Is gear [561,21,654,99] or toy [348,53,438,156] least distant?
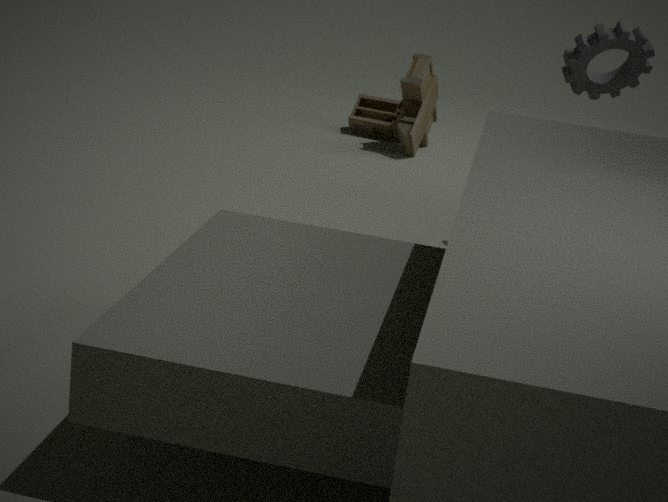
gear [561,21,654,99]
